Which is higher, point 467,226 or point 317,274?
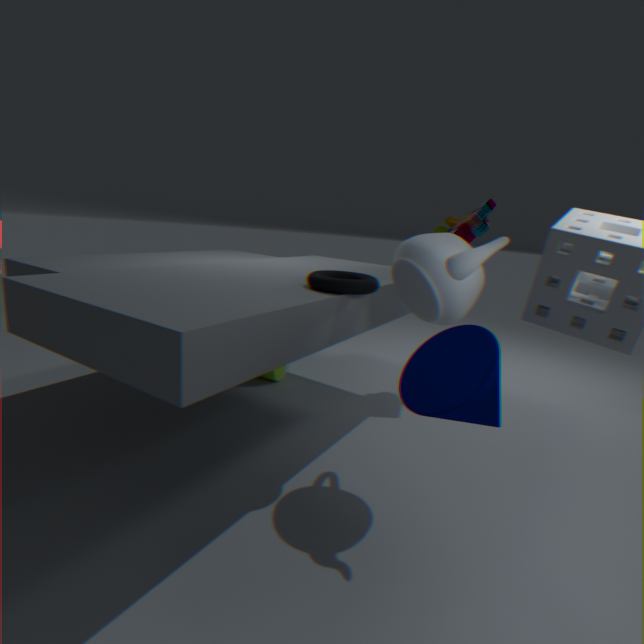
point 467,226
